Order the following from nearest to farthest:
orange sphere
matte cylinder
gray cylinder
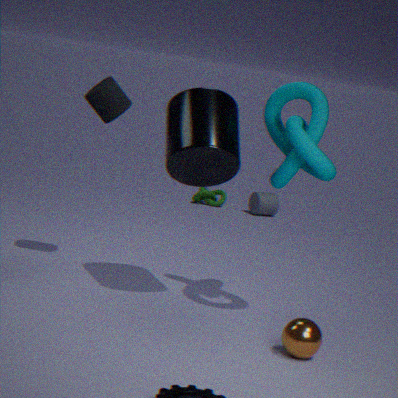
orange sphere, matte cylinder, gray cylinder
